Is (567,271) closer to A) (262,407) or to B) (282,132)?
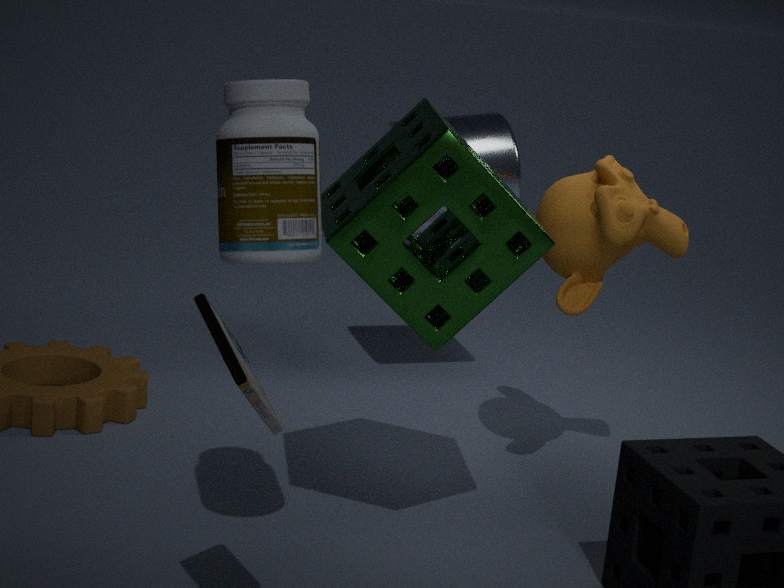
B) (282,132)
